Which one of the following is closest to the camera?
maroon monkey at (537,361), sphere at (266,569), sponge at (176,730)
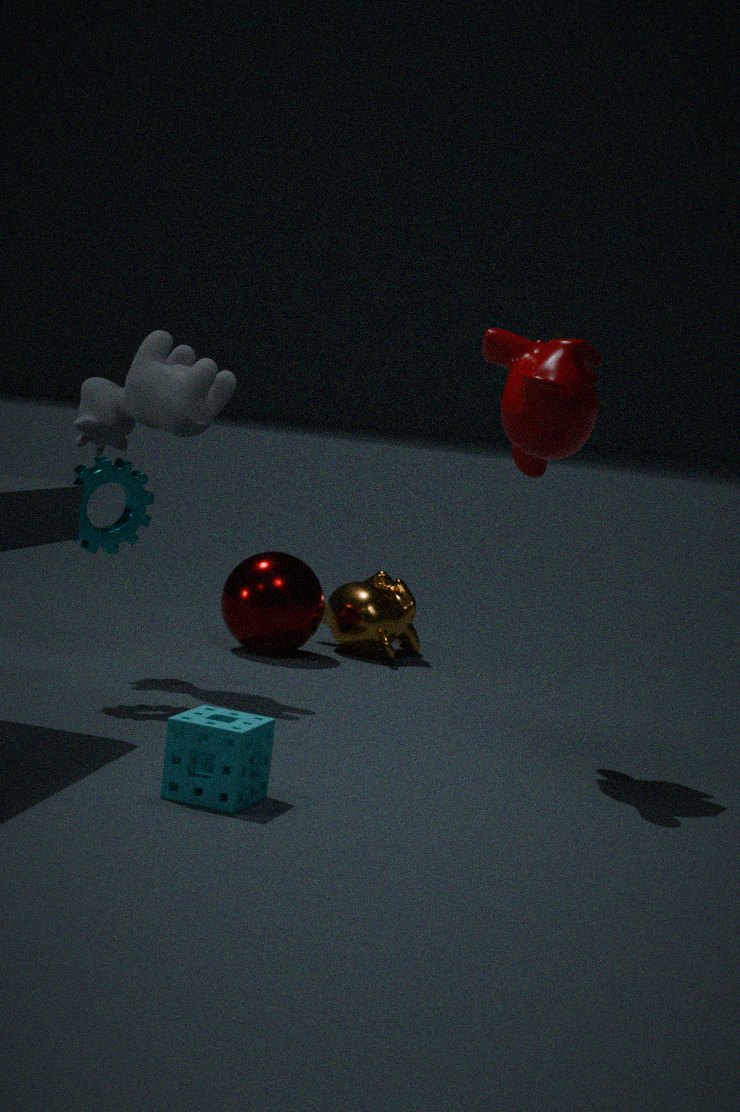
sponge at (176,730)
